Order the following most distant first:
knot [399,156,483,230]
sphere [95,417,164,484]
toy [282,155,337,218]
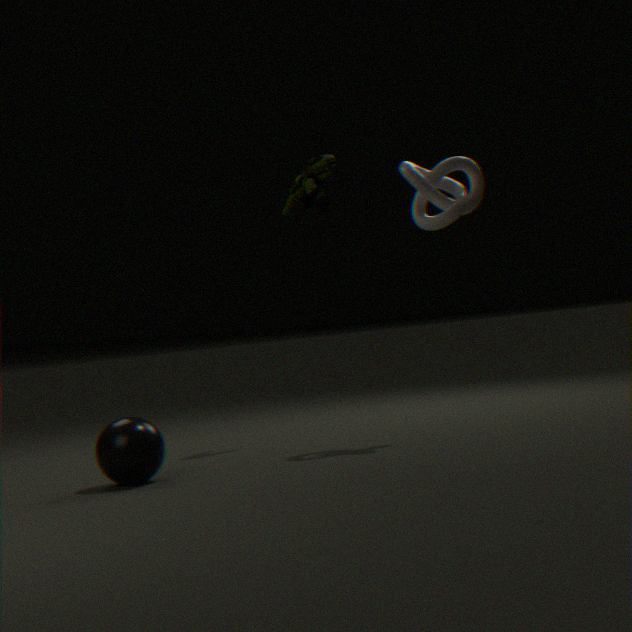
toy [282,155,337,218], knot [399,156,483,230], sphere [95,417,164,484]
